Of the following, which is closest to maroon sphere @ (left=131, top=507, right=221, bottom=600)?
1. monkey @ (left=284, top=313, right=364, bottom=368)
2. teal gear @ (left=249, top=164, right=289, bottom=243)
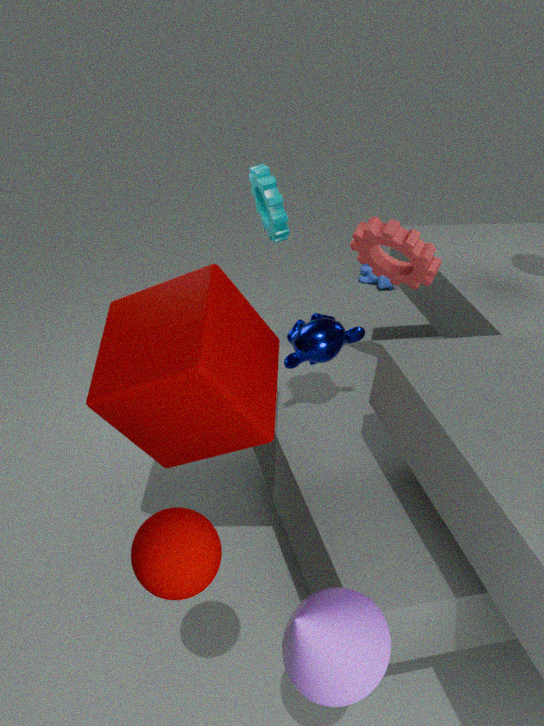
monkey @ (left=284, top=313, right=364, bottom=368)
